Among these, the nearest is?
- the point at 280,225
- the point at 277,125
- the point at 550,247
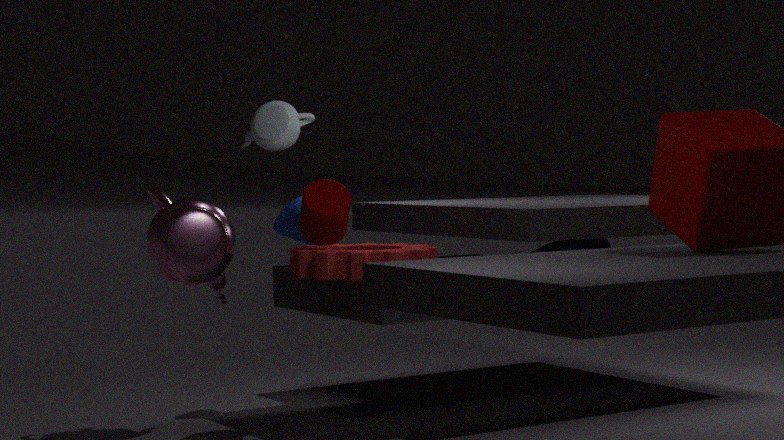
the point at 277,125
